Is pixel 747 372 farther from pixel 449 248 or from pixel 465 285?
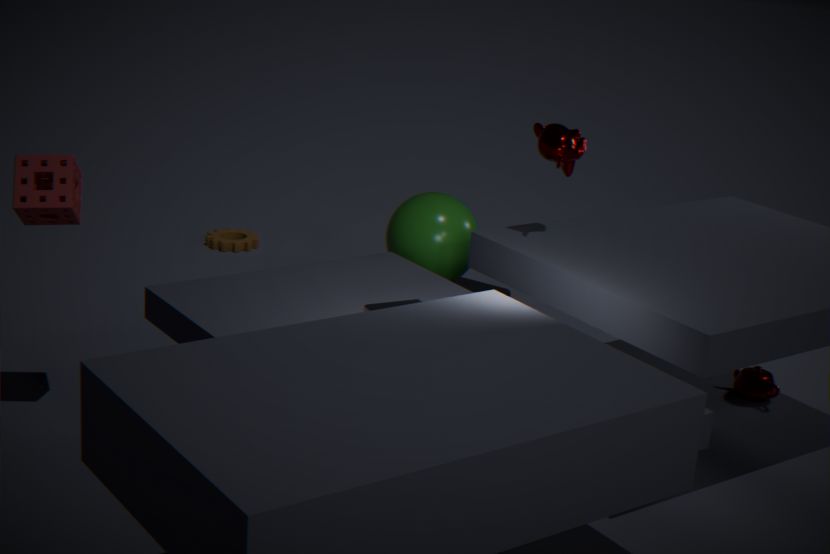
pixel 449 248
